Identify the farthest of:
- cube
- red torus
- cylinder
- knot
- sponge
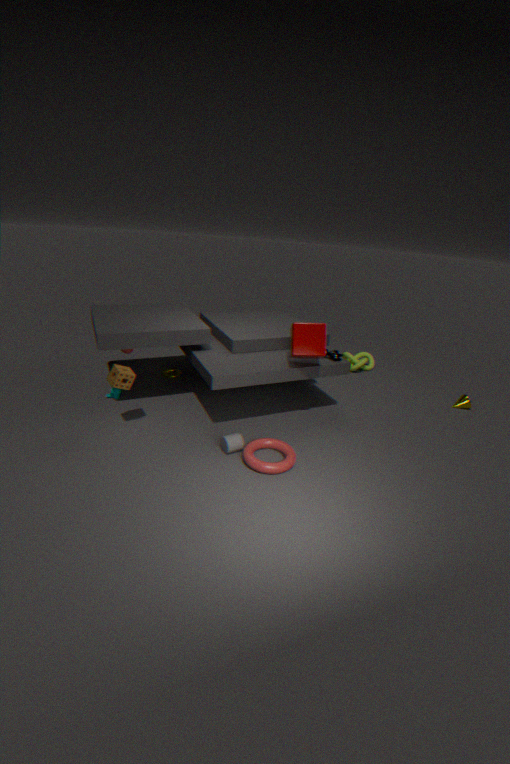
knot
